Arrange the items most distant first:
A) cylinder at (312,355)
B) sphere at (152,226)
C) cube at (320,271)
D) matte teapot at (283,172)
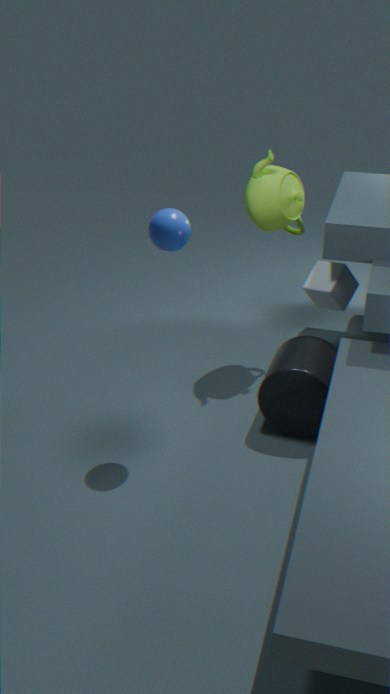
cube at (320,271), matte teapot at (283,172), cylinder at (312,355), sphere at (152,226)
